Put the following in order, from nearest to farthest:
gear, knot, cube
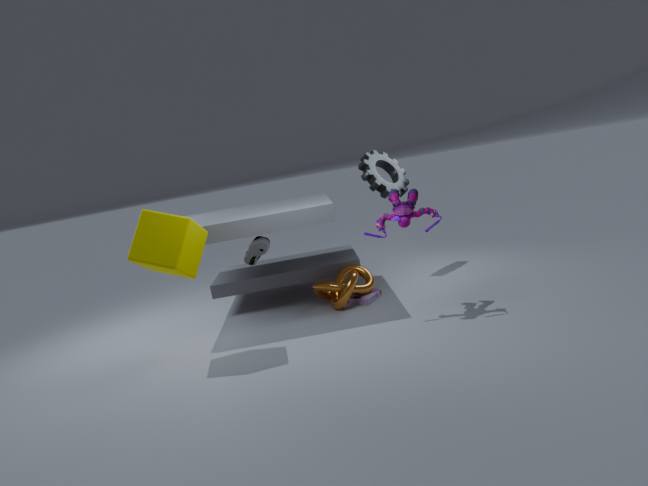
cube < knot < gear
